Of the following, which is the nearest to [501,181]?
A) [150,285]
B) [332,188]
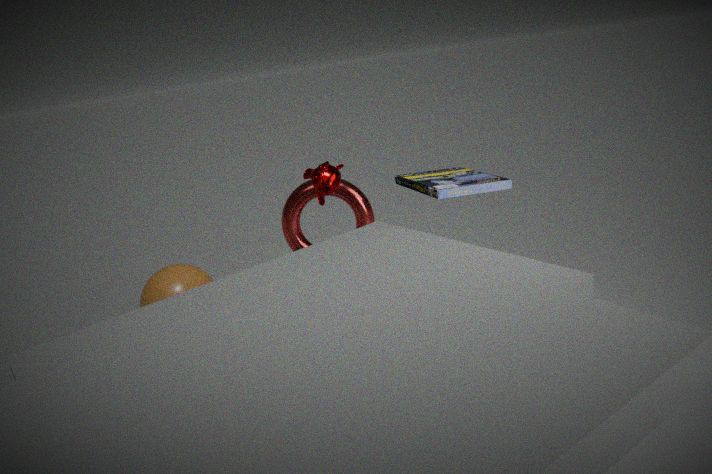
[332,188]
